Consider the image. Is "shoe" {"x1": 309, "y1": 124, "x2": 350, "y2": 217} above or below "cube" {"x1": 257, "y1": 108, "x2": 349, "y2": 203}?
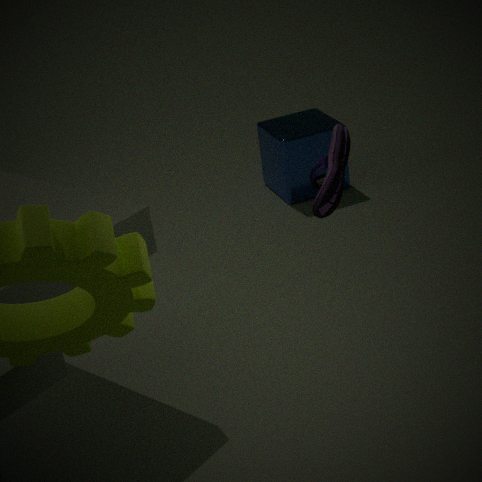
above
